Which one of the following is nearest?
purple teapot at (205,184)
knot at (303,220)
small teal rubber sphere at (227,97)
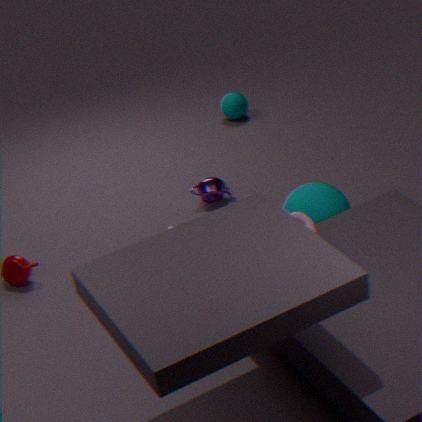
knot at (303,220)
